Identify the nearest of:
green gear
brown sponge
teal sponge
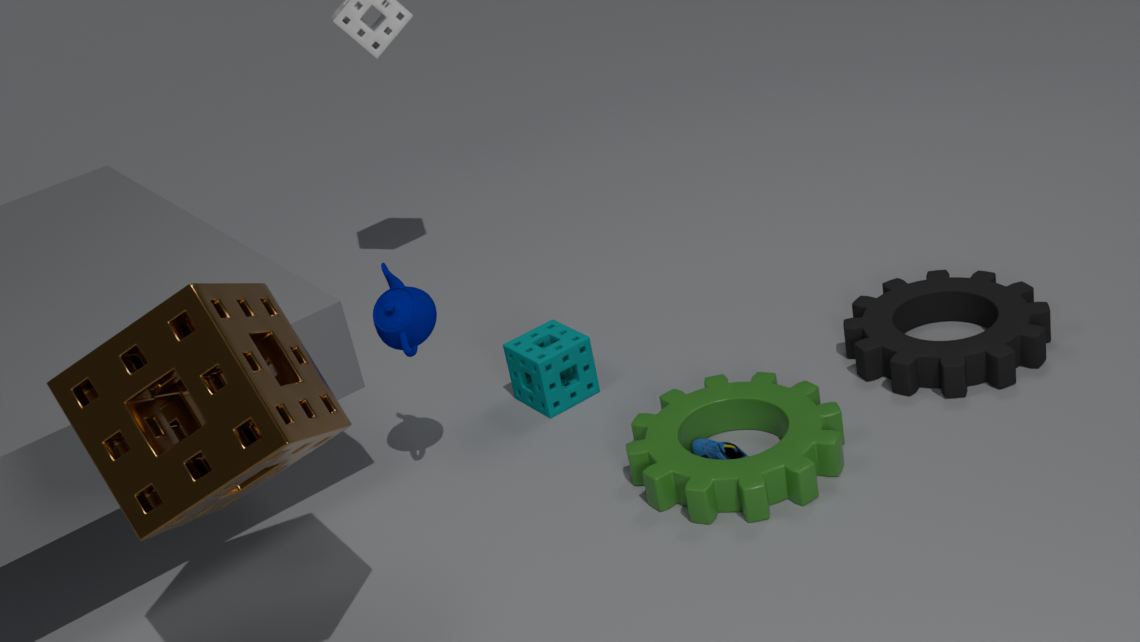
brown sponge
